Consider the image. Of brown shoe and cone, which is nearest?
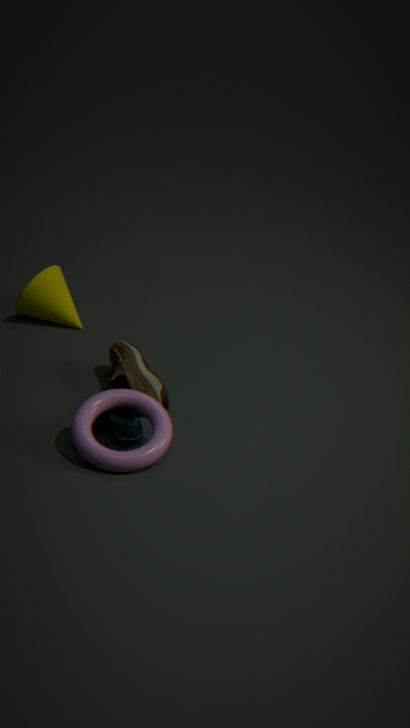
brown shoe
